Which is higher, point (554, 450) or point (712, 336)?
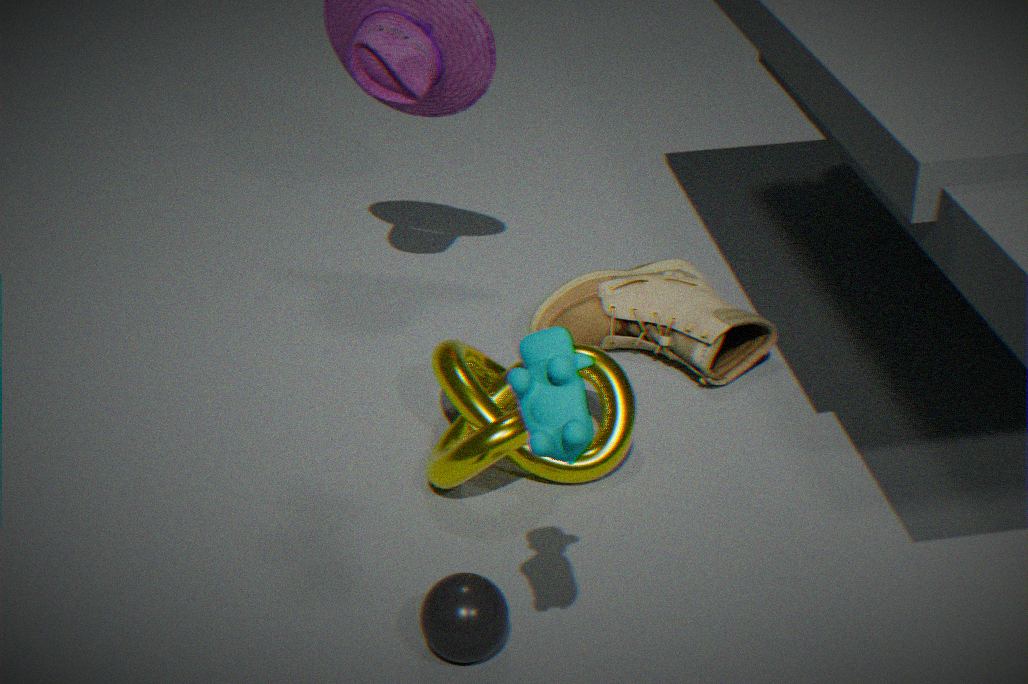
point (554, 450)
